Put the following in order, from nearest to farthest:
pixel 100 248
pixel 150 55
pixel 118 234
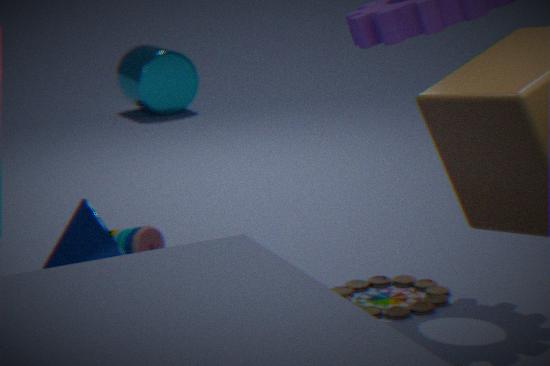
pixel 100 248
pixel 118 234
pixel 150 55
